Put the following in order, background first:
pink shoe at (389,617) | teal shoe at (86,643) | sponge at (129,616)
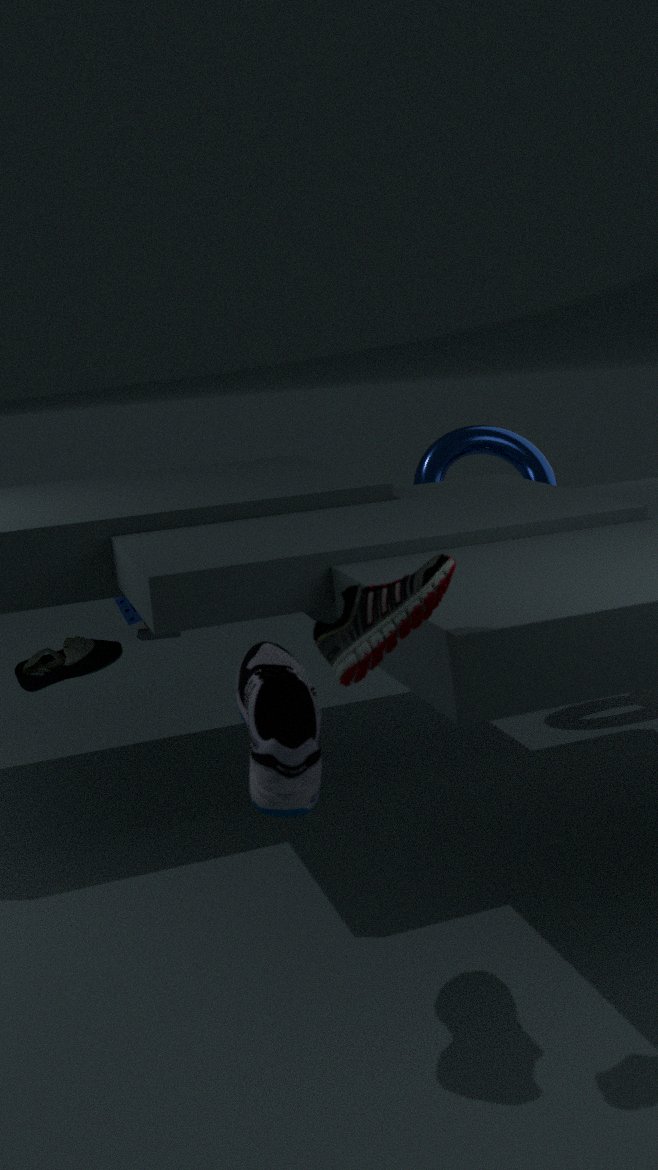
sponge at (129,616) → teal shoe at (86,643) → pink shoe at (389,617)
